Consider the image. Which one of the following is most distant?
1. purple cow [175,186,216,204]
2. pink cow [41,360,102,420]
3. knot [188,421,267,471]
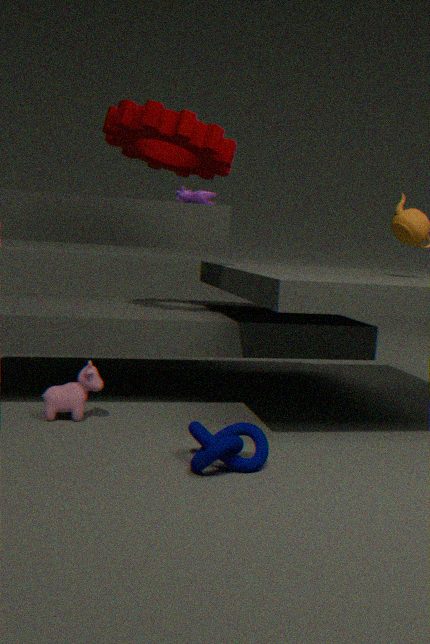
purple cow [175,186,216,204]
